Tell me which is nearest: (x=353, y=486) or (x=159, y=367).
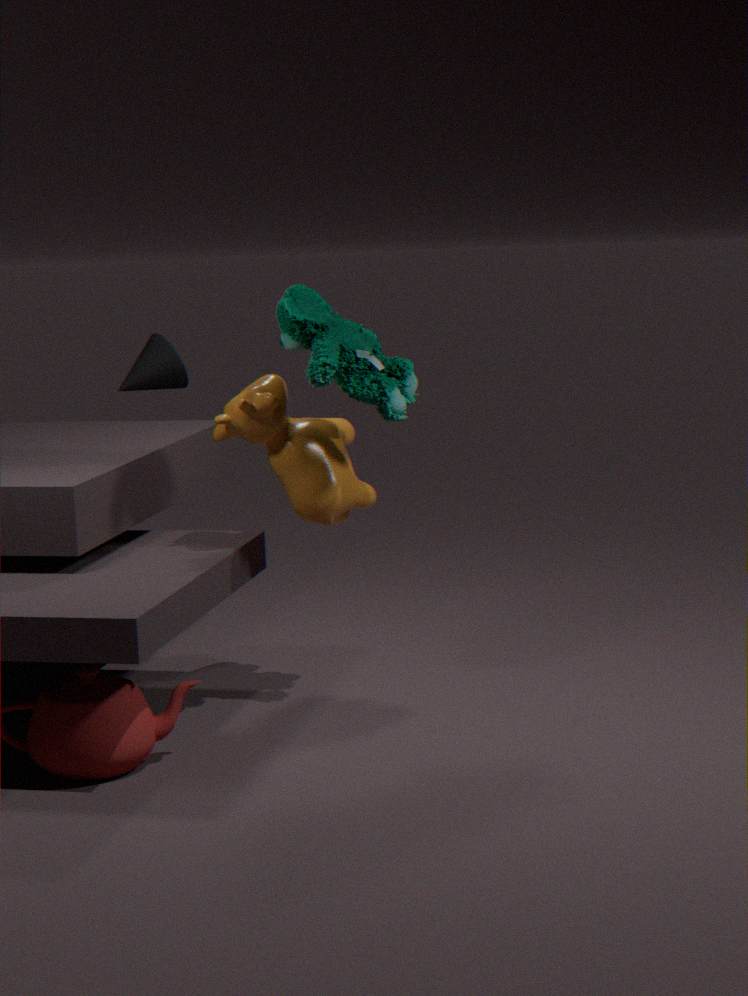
(x=353, y=486)
